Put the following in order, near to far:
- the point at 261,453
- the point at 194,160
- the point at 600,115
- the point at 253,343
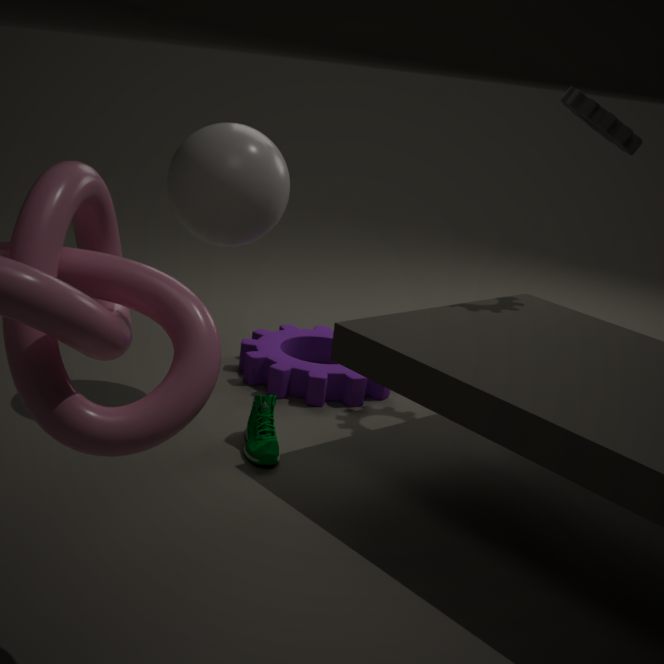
1. the point at 261,453
2. the point at 194,160
3. the point at 600,115
4. the point at 253,343
